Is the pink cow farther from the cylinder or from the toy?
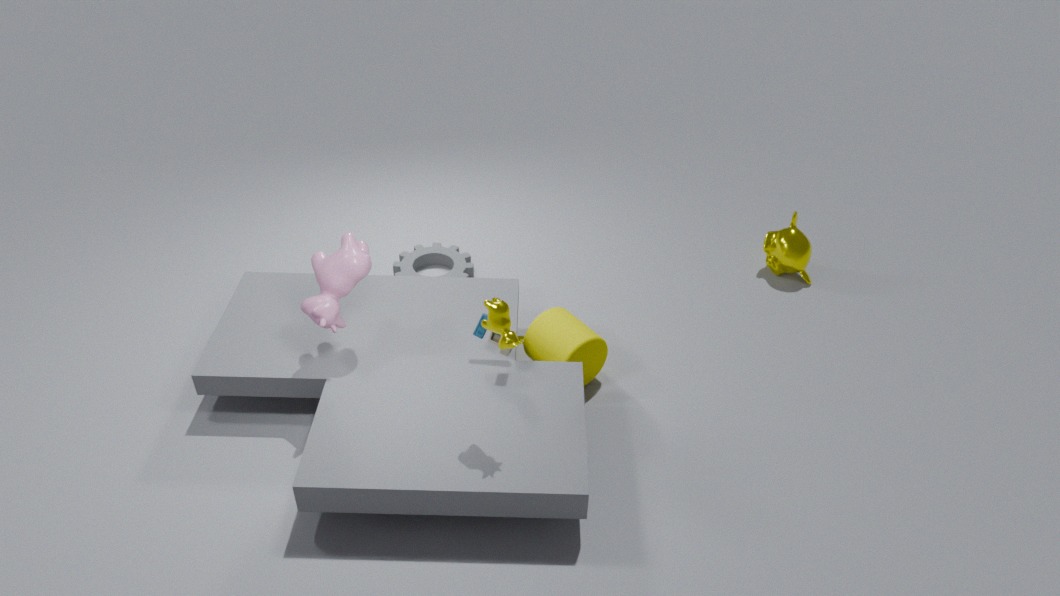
the cylinder
